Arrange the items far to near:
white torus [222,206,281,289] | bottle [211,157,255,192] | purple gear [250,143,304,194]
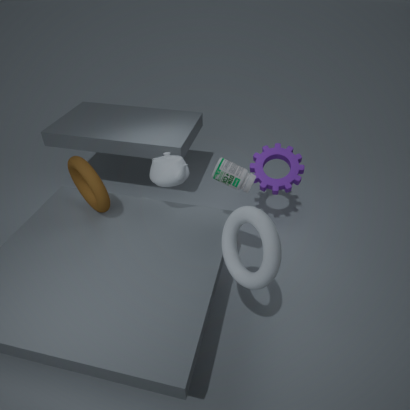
purple gear [250,143,304,194]
bottle [211,157,255,192]
white torus [222,206,281,289]
